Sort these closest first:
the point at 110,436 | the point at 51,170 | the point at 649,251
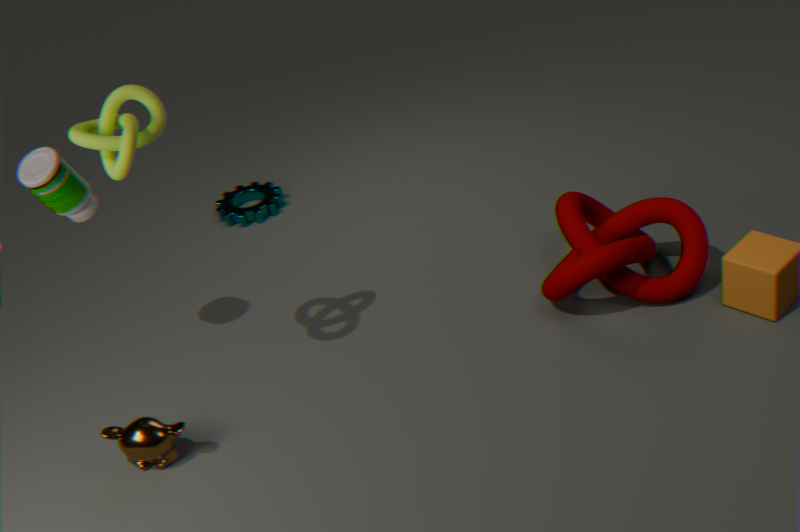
1. the point at 110,436
2. the point at 51,170
3. the point at 649,251
